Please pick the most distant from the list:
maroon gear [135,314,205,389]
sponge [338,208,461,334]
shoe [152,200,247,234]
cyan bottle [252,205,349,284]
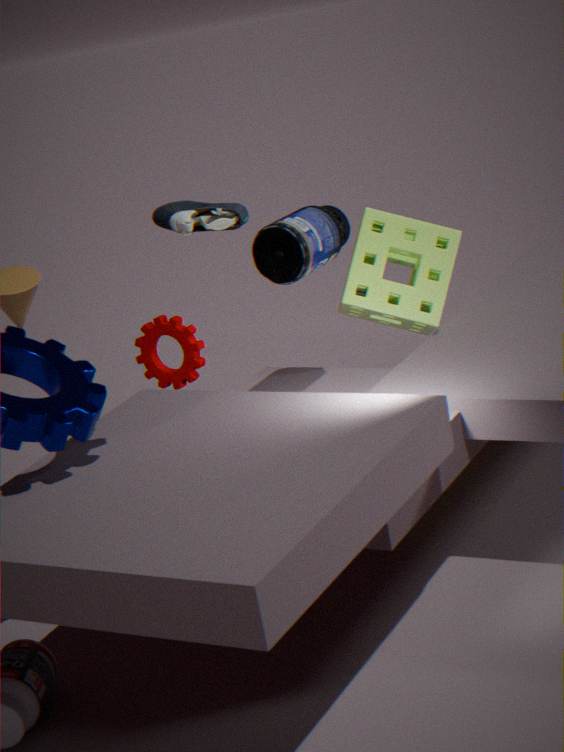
maroon gear [135,314,205,389]
